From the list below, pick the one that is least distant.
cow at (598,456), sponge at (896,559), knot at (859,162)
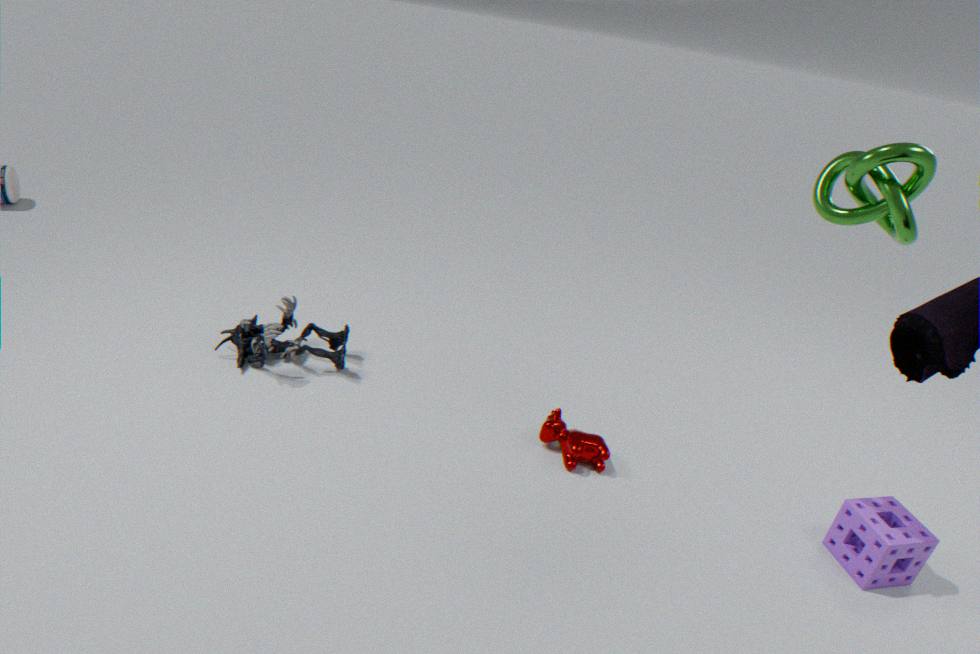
knot at (859,162)
